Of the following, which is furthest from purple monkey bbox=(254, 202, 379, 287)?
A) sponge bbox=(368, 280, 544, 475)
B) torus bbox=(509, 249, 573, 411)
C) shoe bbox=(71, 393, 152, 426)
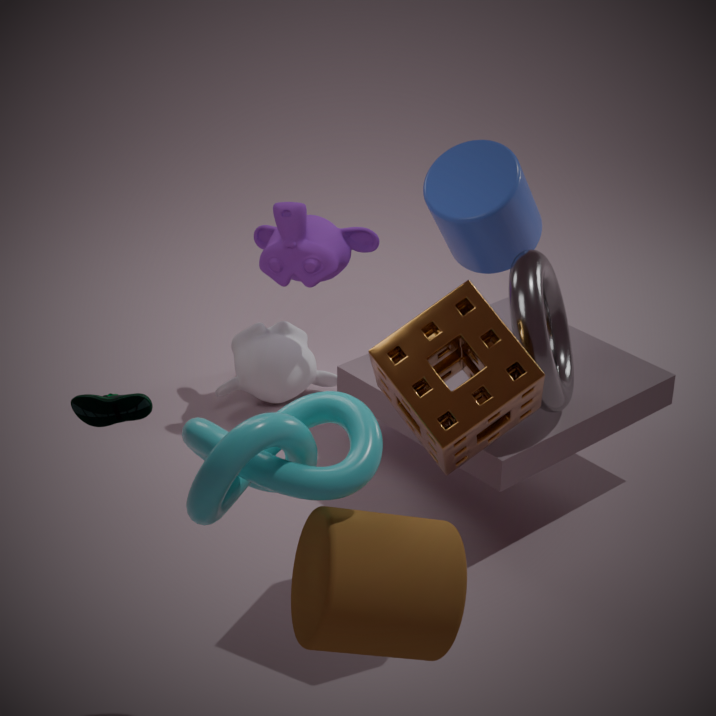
shoe bbox=(71, 393, 152, 426)
